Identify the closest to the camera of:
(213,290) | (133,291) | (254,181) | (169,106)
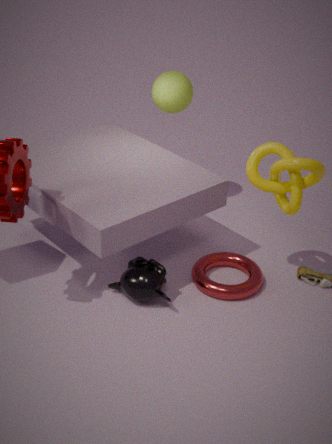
(133,291)
